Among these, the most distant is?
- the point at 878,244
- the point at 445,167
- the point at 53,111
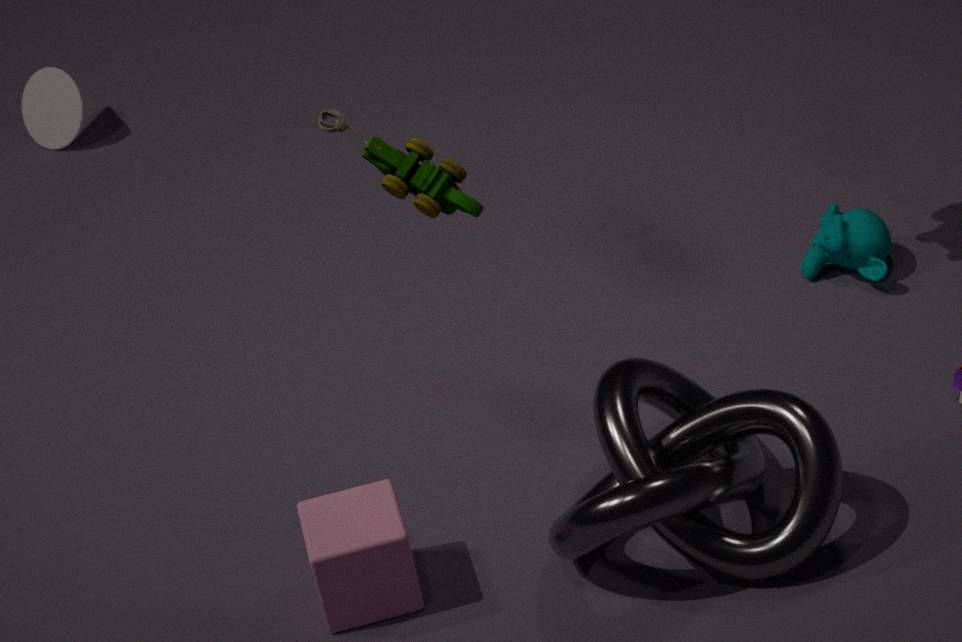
the point at 53,111
